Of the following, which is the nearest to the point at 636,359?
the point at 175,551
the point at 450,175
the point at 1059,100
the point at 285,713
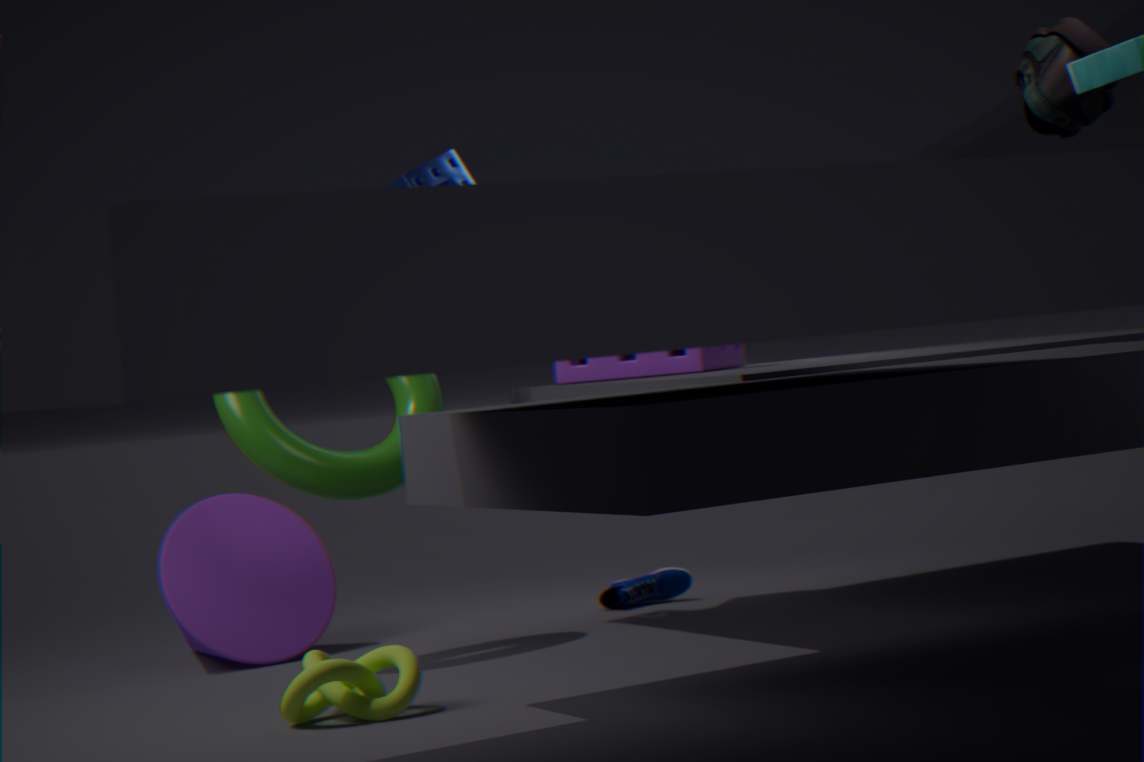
the point at 450,175
